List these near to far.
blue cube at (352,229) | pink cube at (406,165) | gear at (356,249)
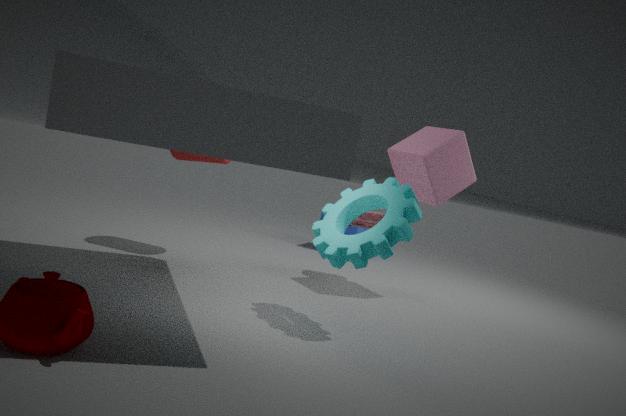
gear at (356,249), pink cube at (406,165), blue cube at (352,229)
